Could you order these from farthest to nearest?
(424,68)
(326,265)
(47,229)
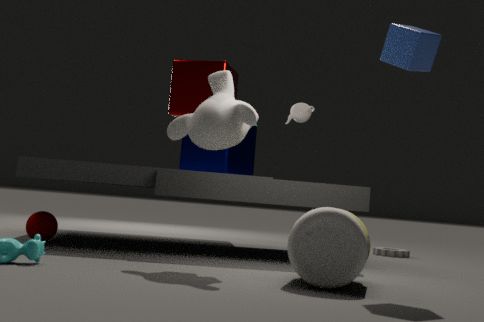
(47,229) < (424,68) < (326,265)
